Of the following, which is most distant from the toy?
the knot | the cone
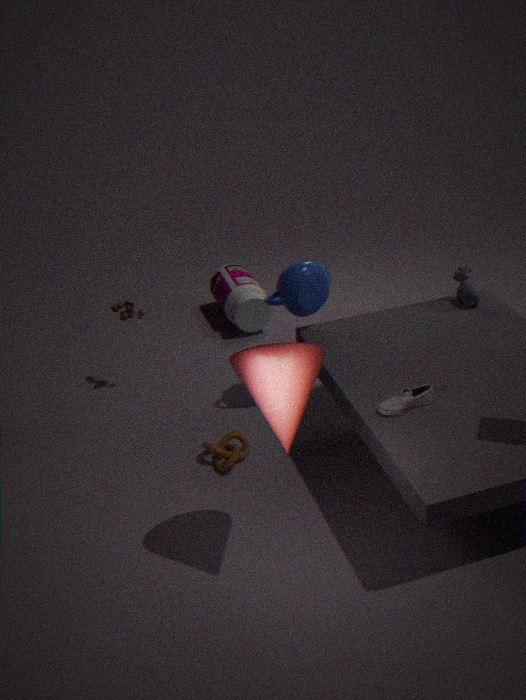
the cone
